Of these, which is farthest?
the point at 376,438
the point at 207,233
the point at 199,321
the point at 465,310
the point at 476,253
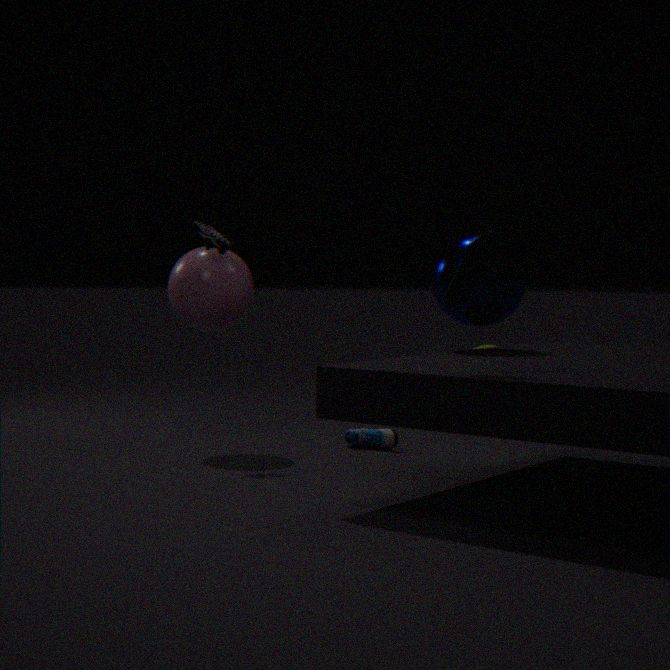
the point at 376,438
